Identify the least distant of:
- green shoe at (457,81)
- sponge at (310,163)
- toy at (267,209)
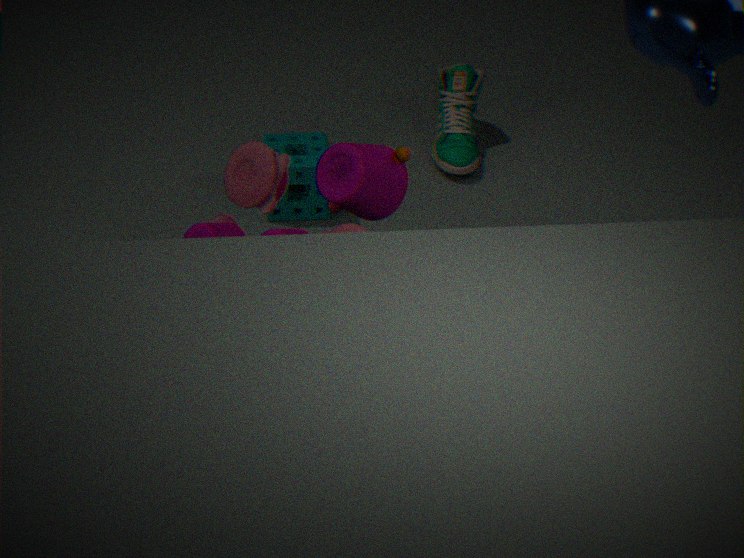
toy at (267,209)
